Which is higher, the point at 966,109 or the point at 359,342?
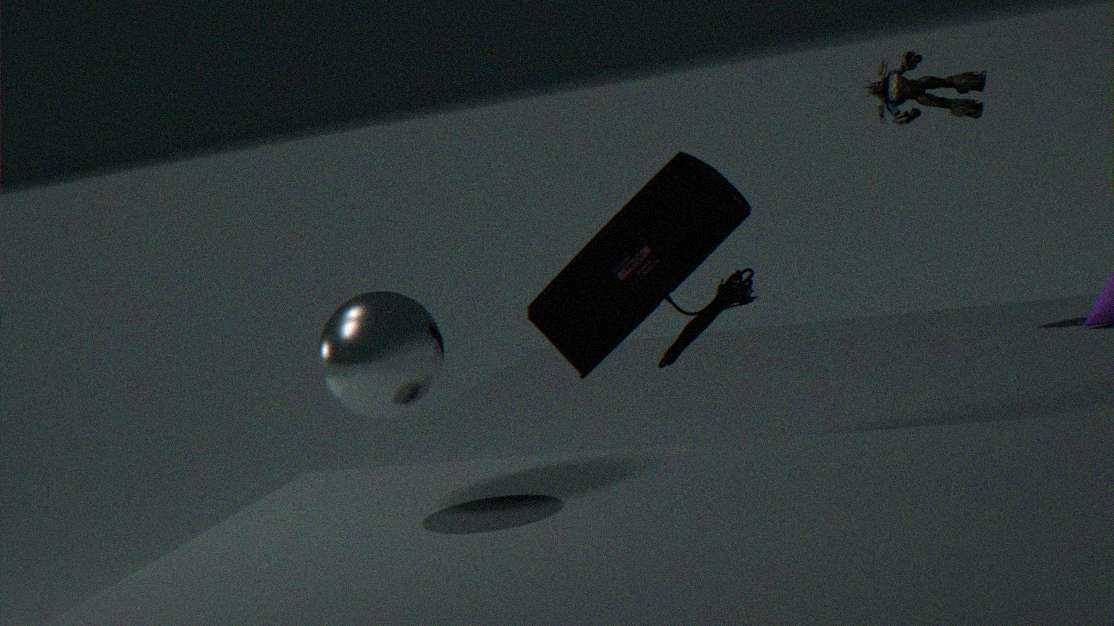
the point at 966,109
